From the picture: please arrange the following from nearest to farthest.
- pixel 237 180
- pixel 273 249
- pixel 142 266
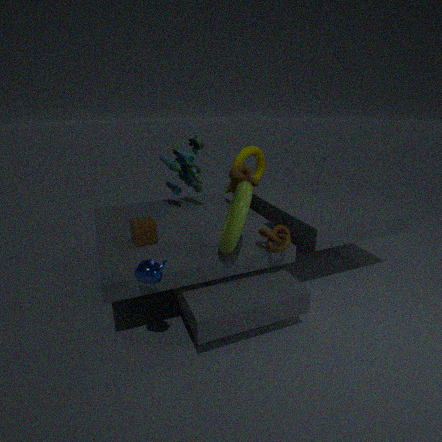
pixel 142 266 < pixel 273 249 < pixel 237 180
